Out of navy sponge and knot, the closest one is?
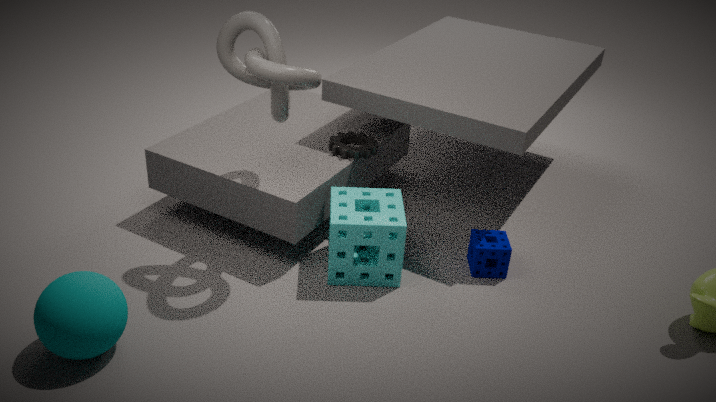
knot
